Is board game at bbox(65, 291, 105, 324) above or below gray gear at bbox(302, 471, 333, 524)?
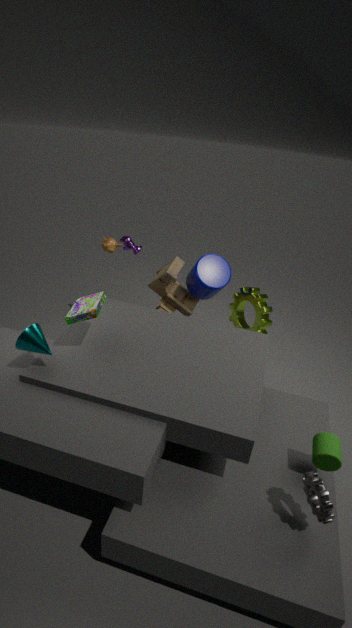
above
